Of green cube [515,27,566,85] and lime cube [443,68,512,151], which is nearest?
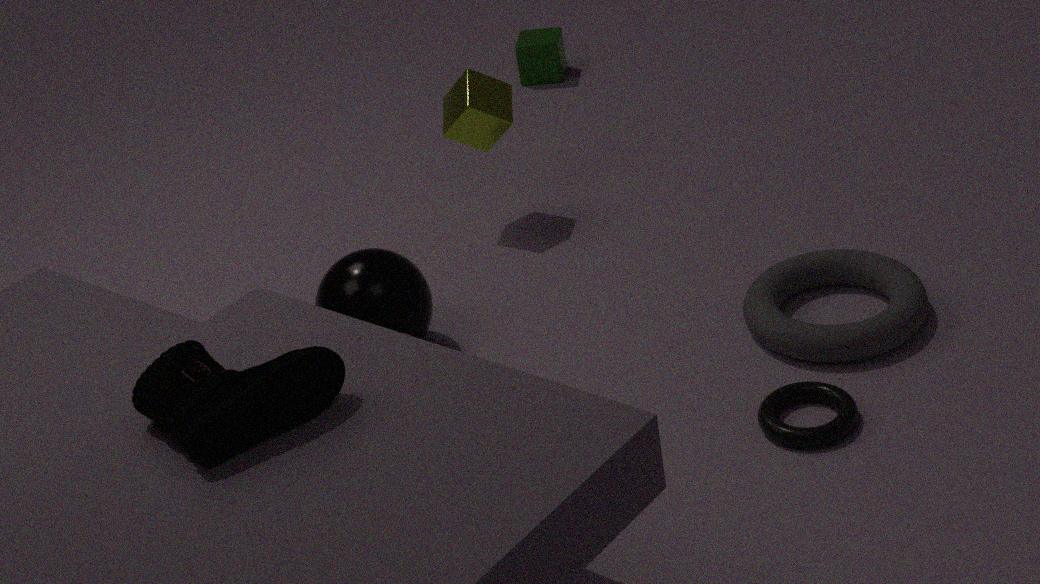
lime cube [443,68,512,151]
